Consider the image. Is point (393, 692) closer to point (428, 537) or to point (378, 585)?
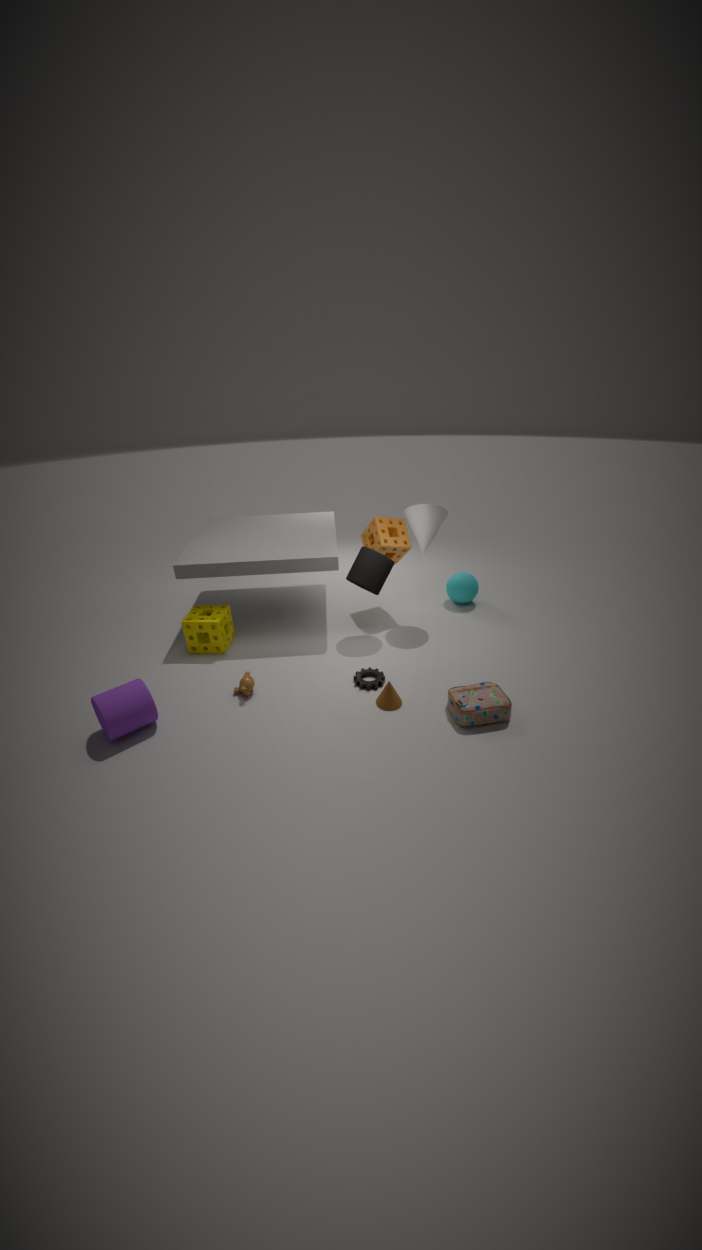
point (378, 585)
